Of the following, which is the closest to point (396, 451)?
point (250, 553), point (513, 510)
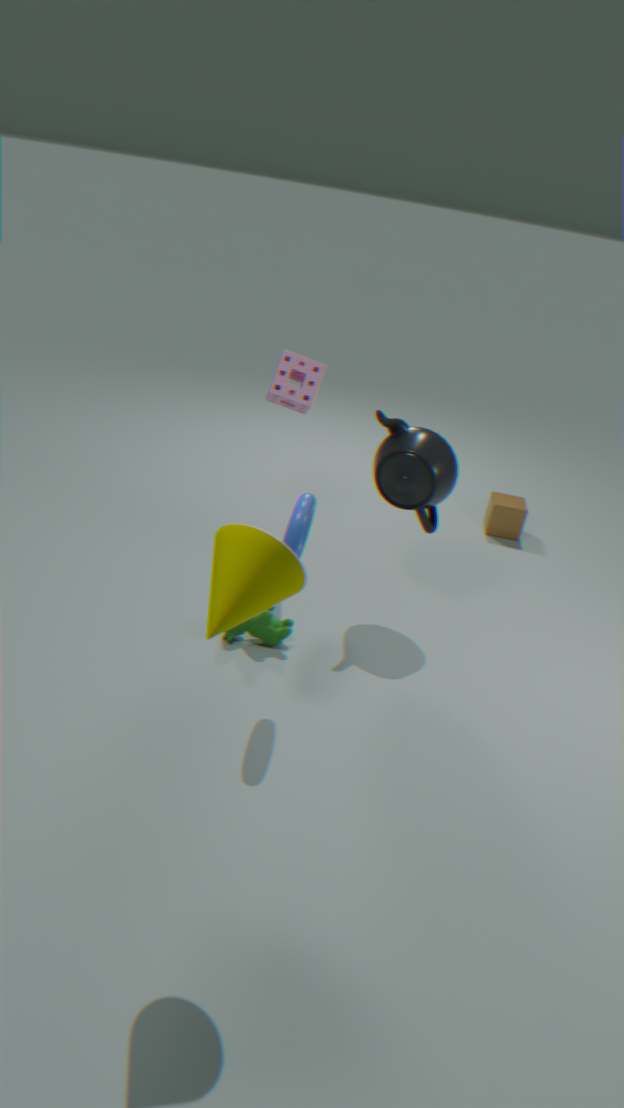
point (513, 510)
